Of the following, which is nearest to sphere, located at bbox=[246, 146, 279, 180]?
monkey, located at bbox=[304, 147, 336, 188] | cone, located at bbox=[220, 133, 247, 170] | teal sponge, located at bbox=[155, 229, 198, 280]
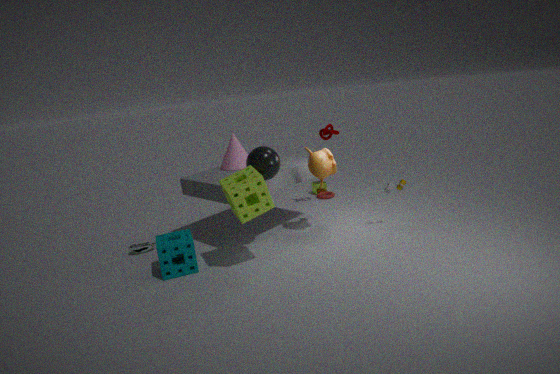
monkey, located at bbox=[304, 147, 336, 188]
